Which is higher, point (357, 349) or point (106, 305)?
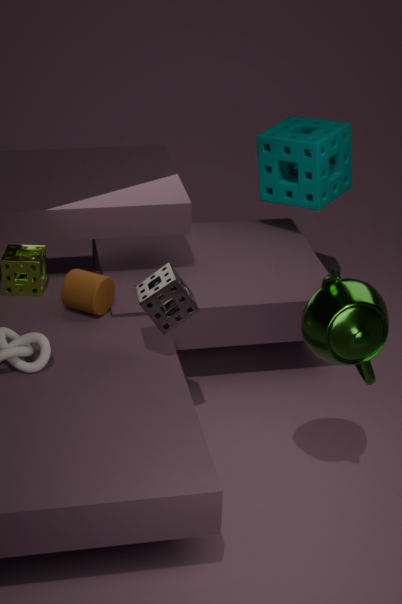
point (357, 349)
